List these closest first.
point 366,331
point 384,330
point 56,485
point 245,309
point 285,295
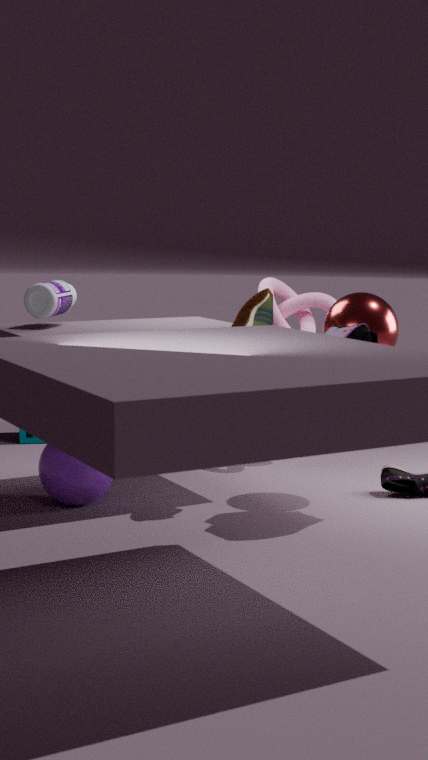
1. point 366,331
2. point 56,485
3. point 384,330
4. point 245,309
5. point 285,295
